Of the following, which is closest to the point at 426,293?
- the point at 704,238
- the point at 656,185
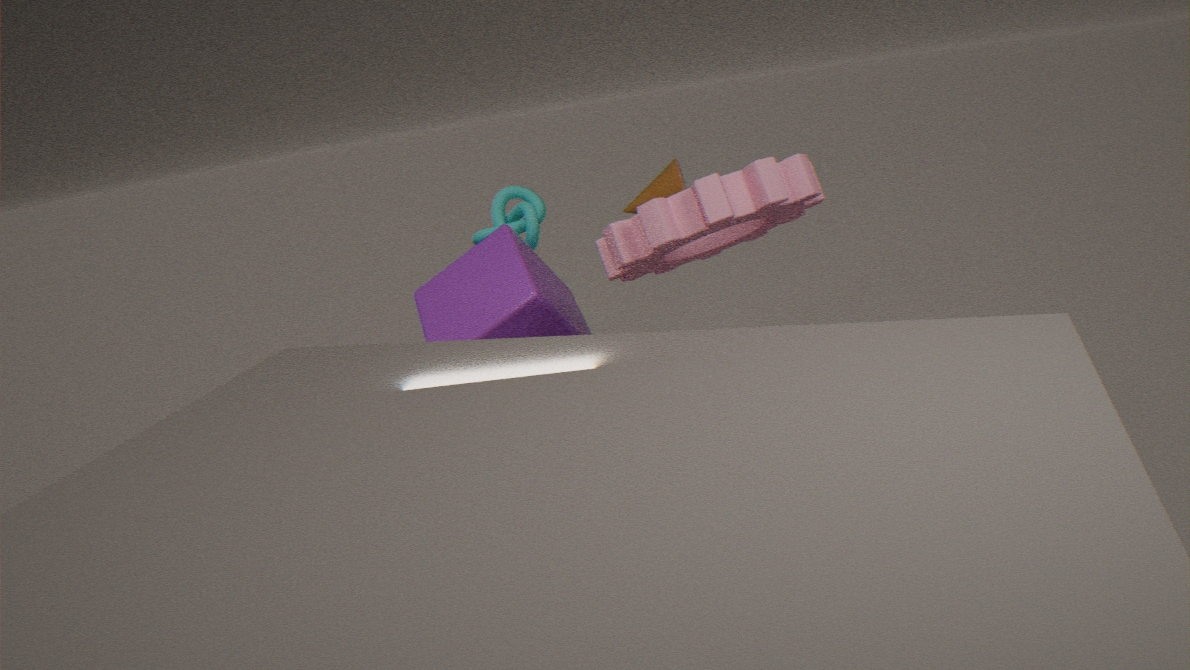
the point at 656,185
